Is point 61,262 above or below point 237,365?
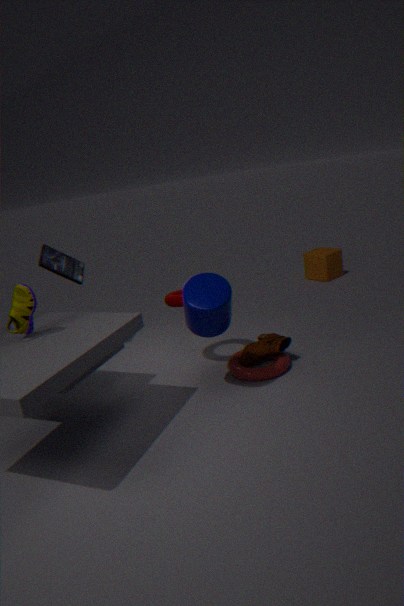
above
